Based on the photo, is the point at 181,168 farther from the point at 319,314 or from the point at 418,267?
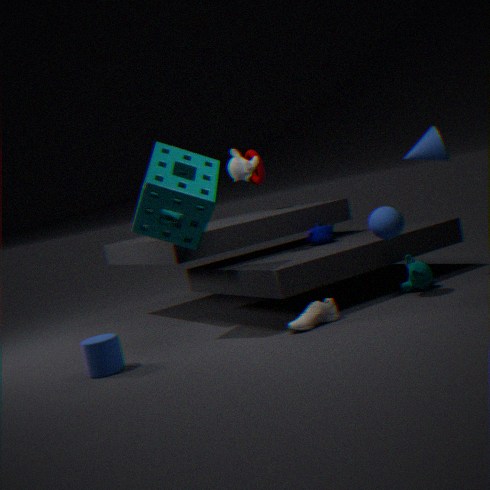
the point at 418,267
